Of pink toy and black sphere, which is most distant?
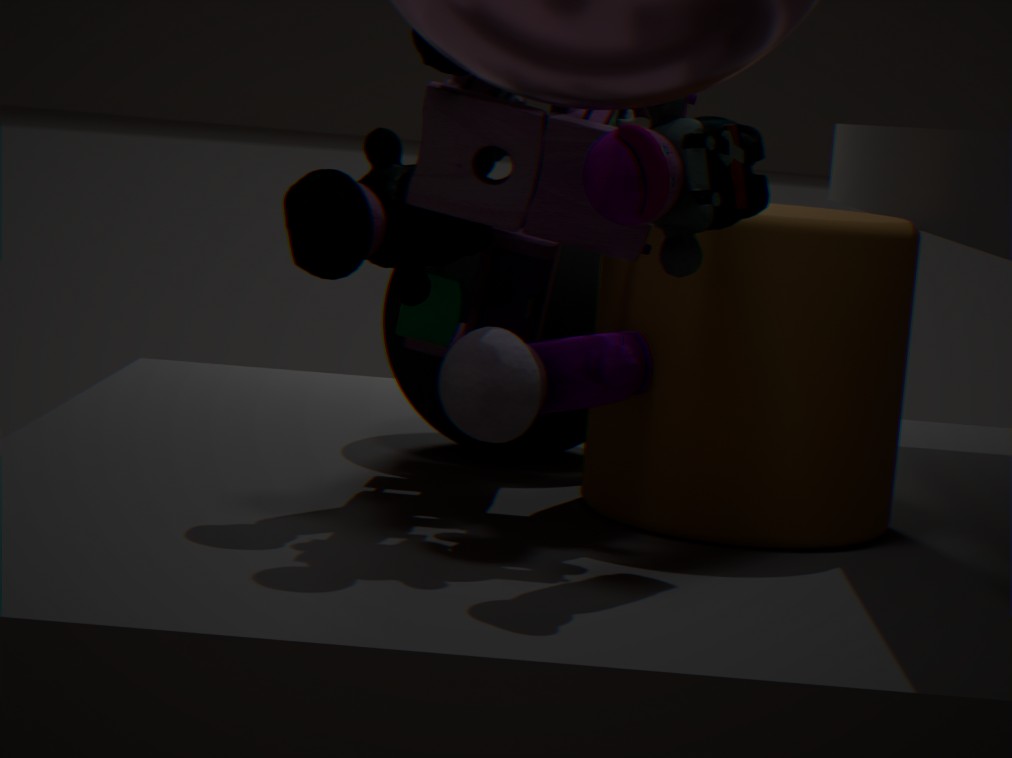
black sphere
